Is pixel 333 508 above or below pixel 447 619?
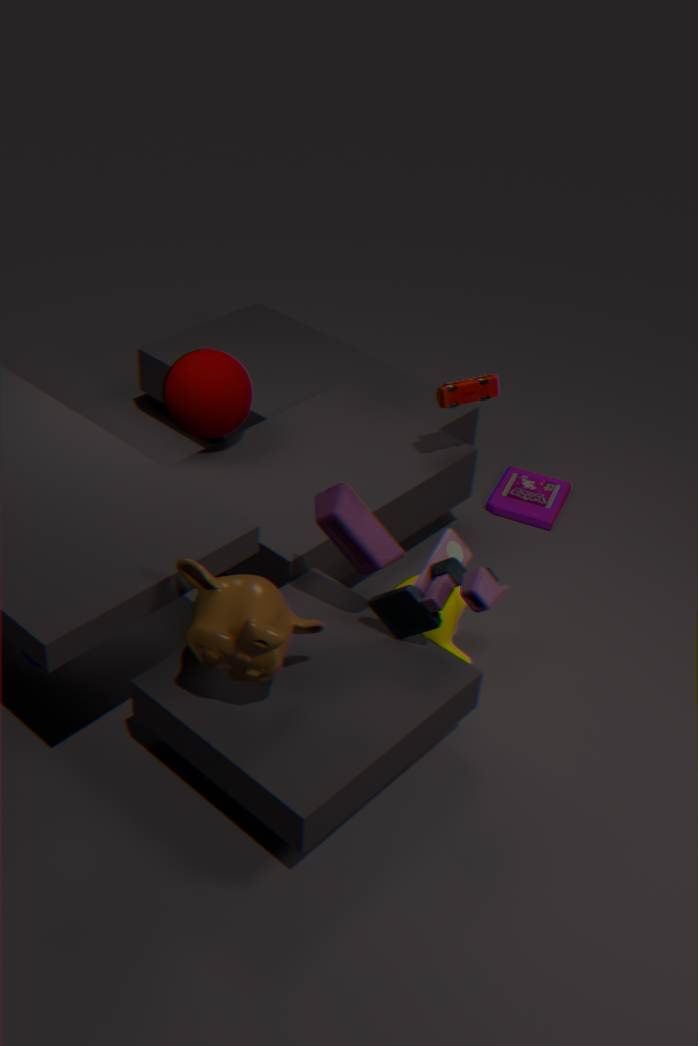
above
